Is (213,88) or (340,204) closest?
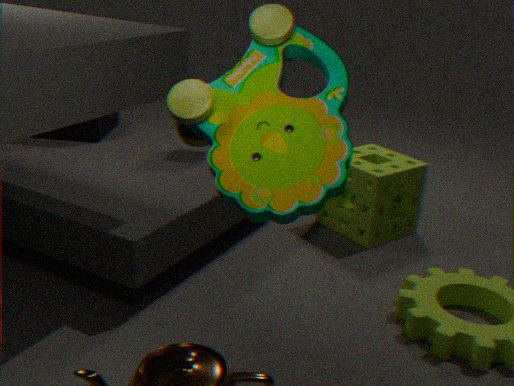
(213,88)
